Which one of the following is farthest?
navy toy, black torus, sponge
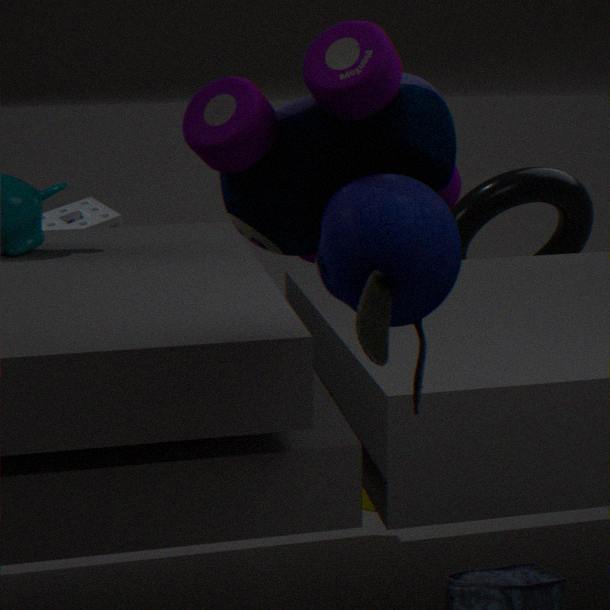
black torus
